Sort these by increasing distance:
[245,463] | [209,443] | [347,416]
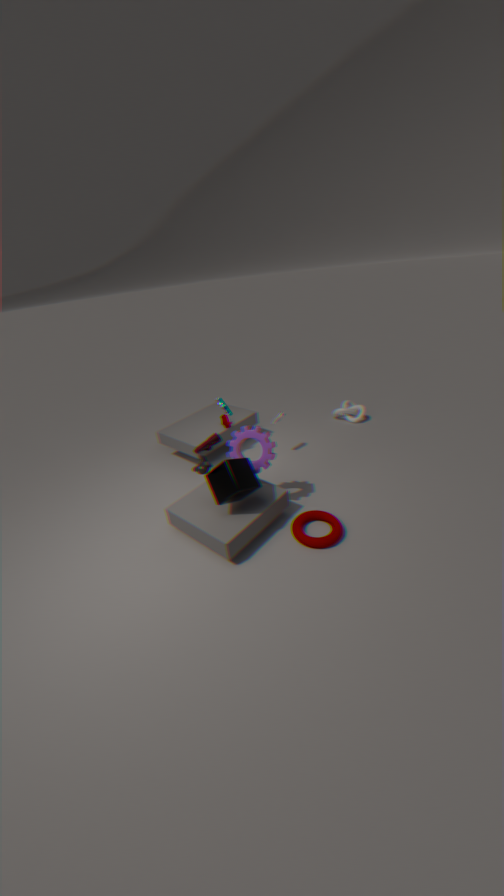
[245,463] → [209,443] → [347,416]
